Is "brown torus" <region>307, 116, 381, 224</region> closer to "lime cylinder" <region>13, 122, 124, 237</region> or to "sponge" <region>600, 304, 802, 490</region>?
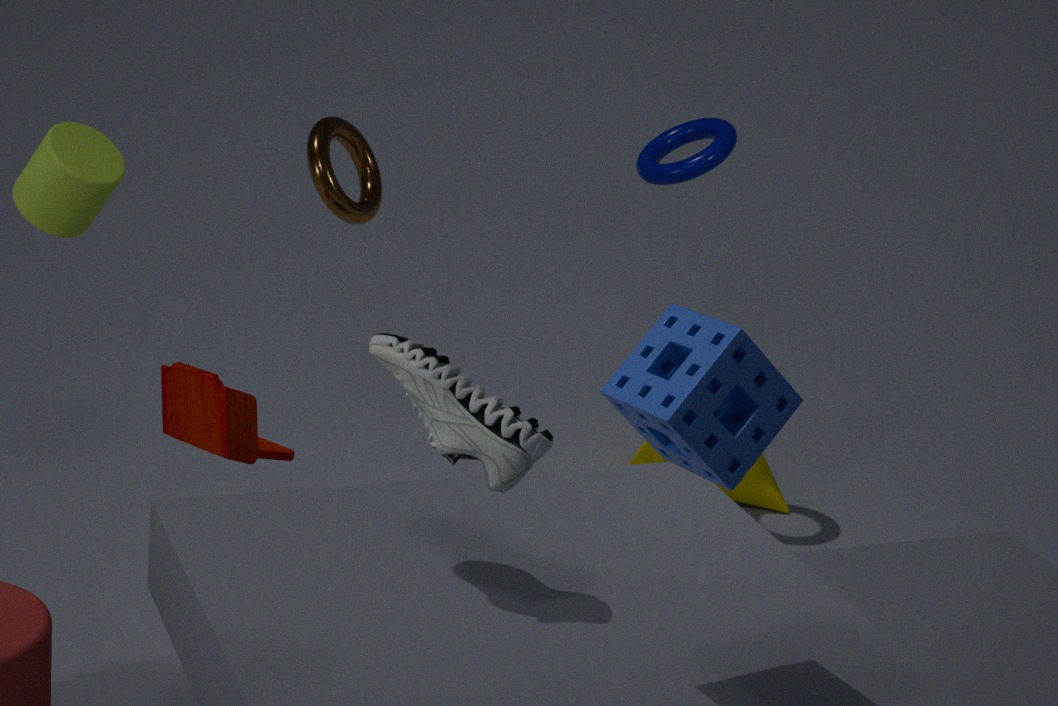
"lime cylinder" <region>13, 122, 124, 237</region>
